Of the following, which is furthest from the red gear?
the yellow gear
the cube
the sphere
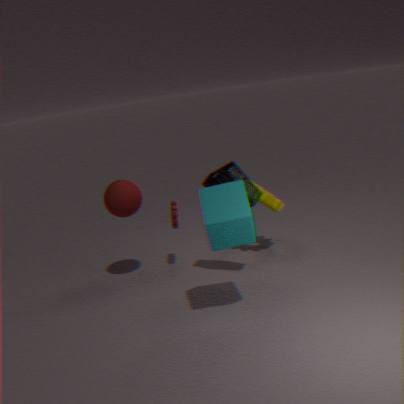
the cube
